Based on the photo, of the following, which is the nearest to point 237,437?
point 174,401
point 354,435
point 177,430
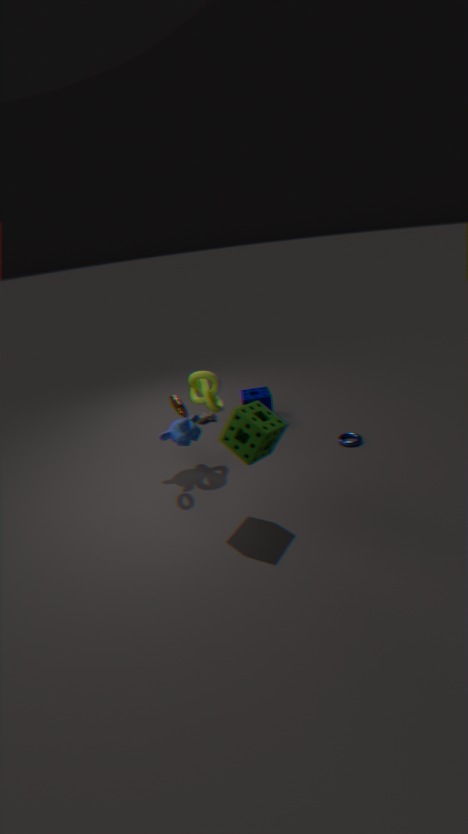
point 174,401
